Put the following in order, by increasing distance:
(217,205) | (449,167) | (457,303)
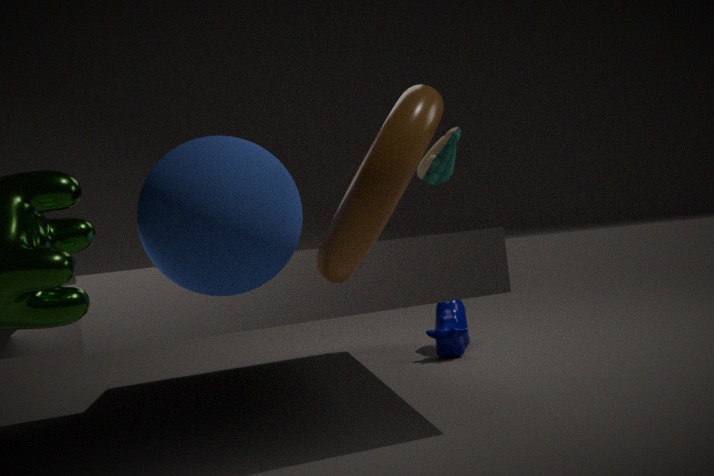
(217,205) < (449,167) < (457,303)
